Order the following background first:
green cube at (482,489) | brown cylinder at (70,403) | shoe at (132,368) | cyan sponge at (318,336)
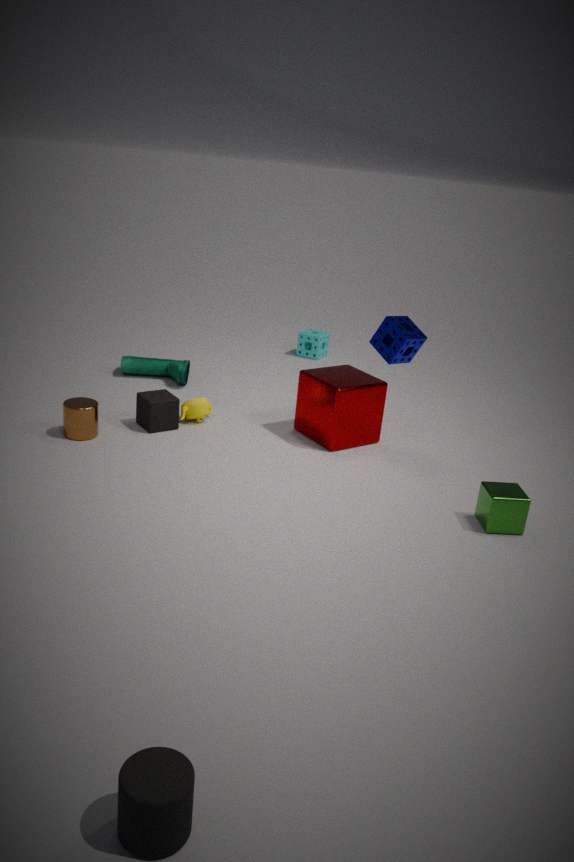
cyan sponge at (318,336), shoe at (132,368), brown cylinder at (70,403), green cube at (482,489)
